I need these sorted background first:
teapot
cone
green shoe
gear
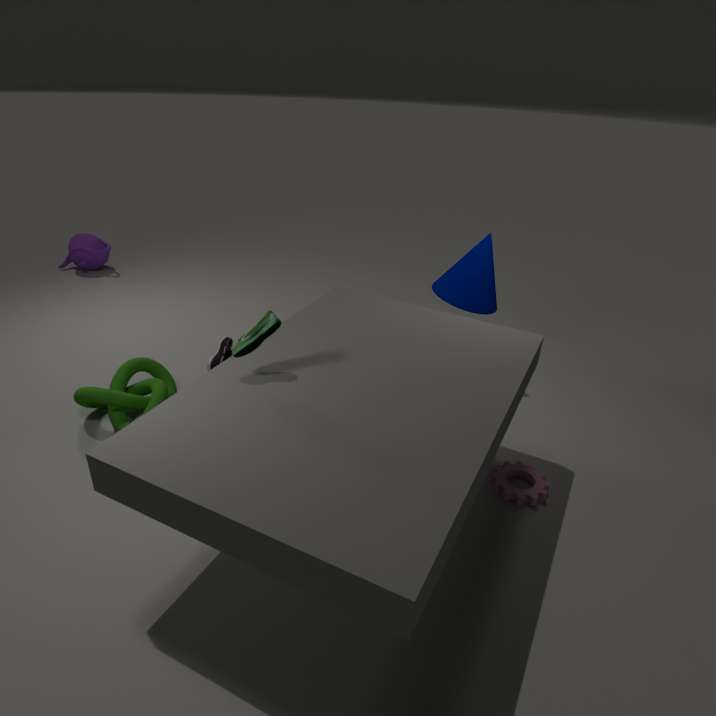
teapot, cone, gear, green shoe
